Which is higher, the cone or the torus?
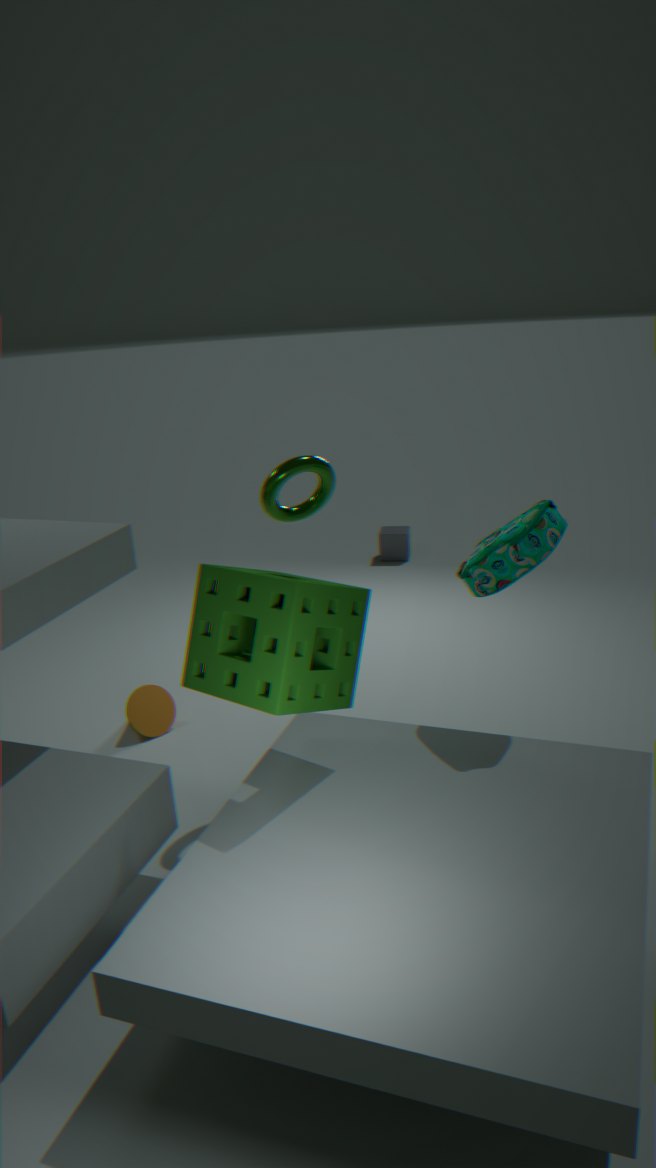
the torus
